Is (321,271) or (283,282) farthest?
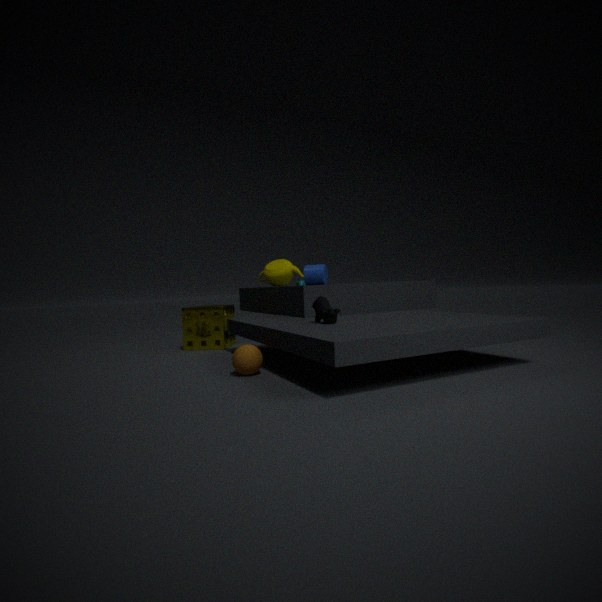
(283,282)
